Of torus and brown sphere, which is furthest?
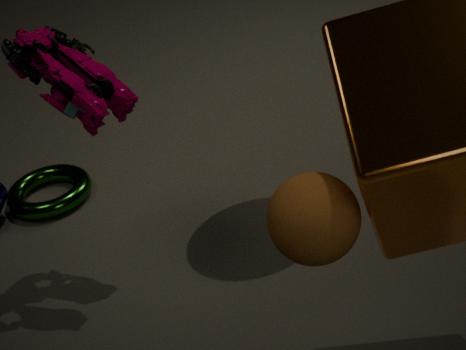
torus
